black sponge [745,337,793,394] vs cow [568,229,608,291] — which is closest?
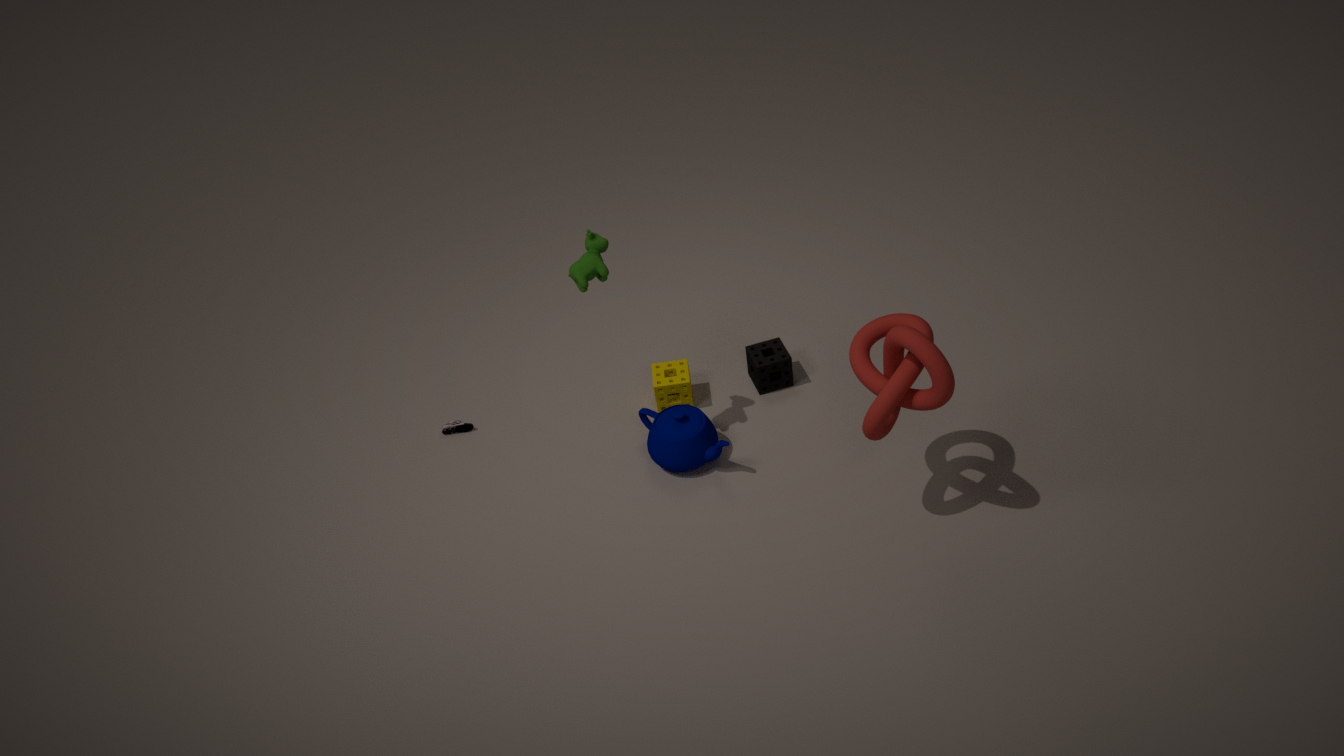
cow [568,229,608,291]
